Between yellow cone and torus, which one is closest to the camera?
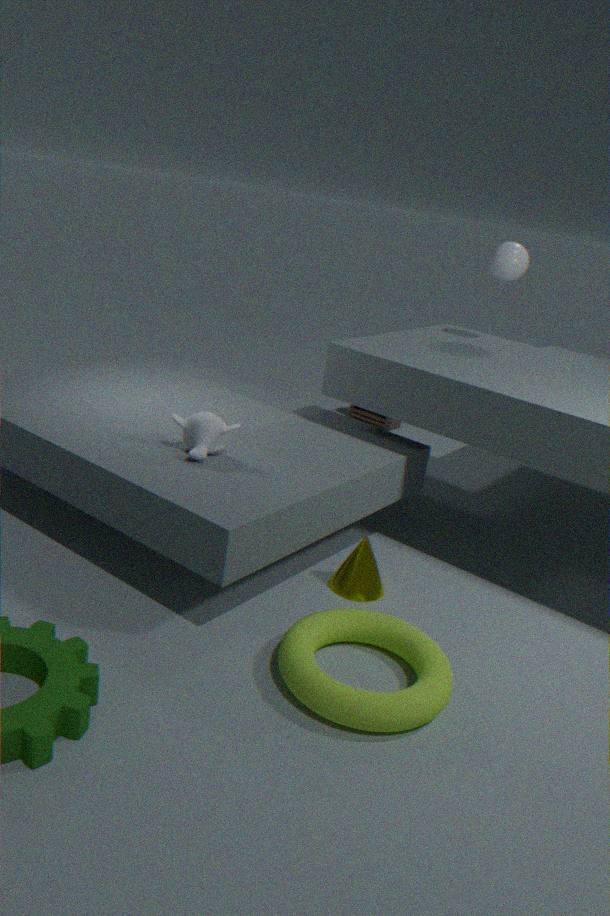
torus
